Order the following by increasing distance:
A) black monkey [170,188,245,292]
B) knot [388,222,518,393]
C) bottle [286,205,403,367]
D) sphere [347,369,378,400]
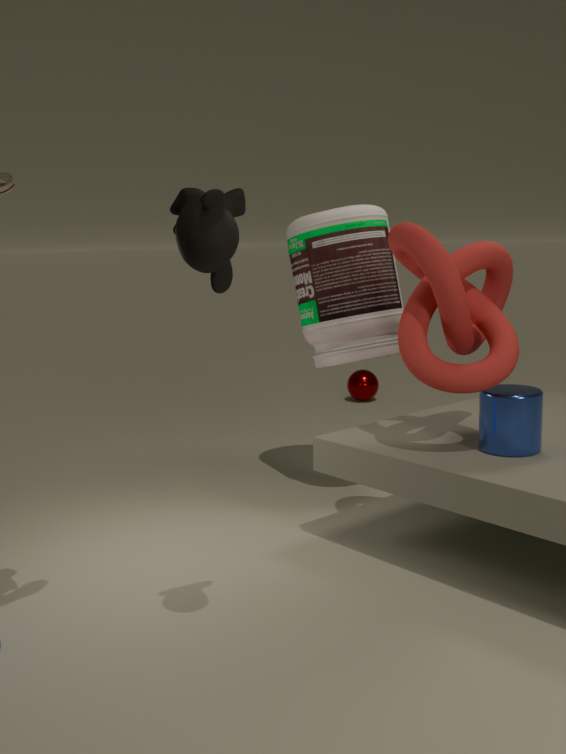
1. black monkey [170,188,245,292]
2. knot [388,222,518,393]
3. bottle [286,205,403,367]
4. sphere [347,369,378,400]
